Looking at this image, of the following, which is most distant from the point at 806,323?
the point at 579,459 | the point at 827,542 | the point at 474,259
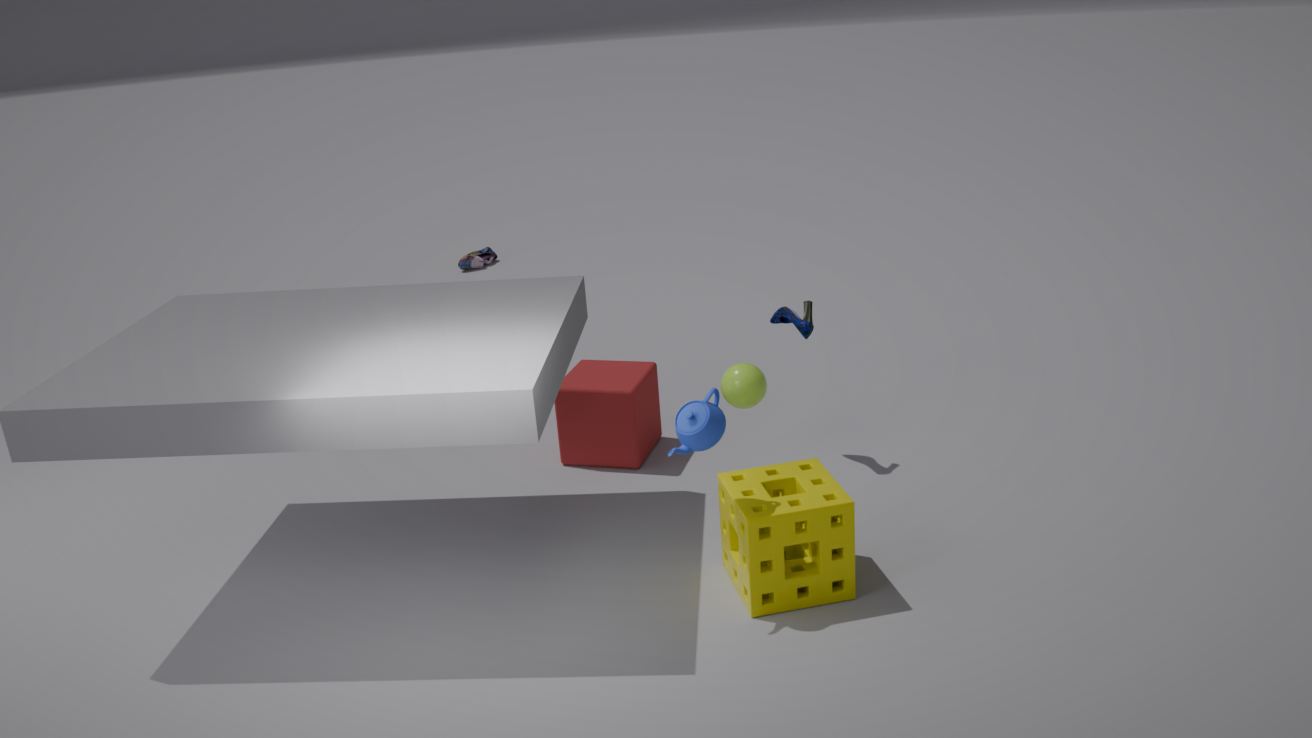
the point at 474,259
